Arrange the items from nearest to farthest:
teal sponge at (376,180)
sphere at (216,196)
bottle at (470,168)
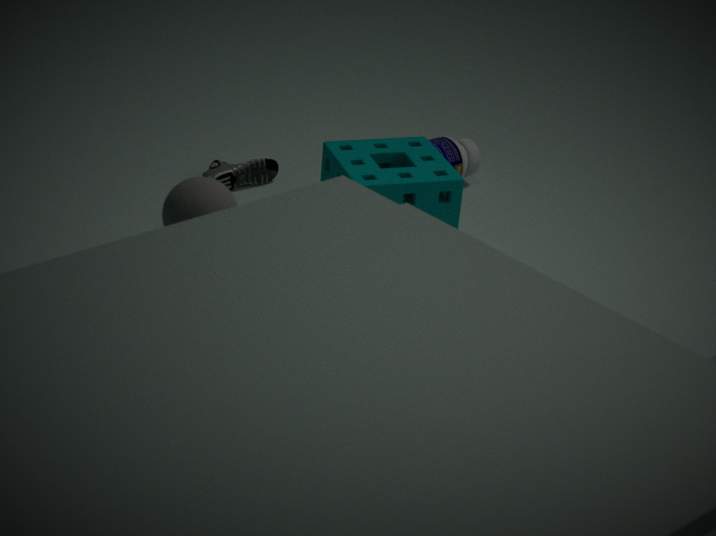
sphere at (216,196) < teal sponge at (376,180) < bottle at (470,168)
